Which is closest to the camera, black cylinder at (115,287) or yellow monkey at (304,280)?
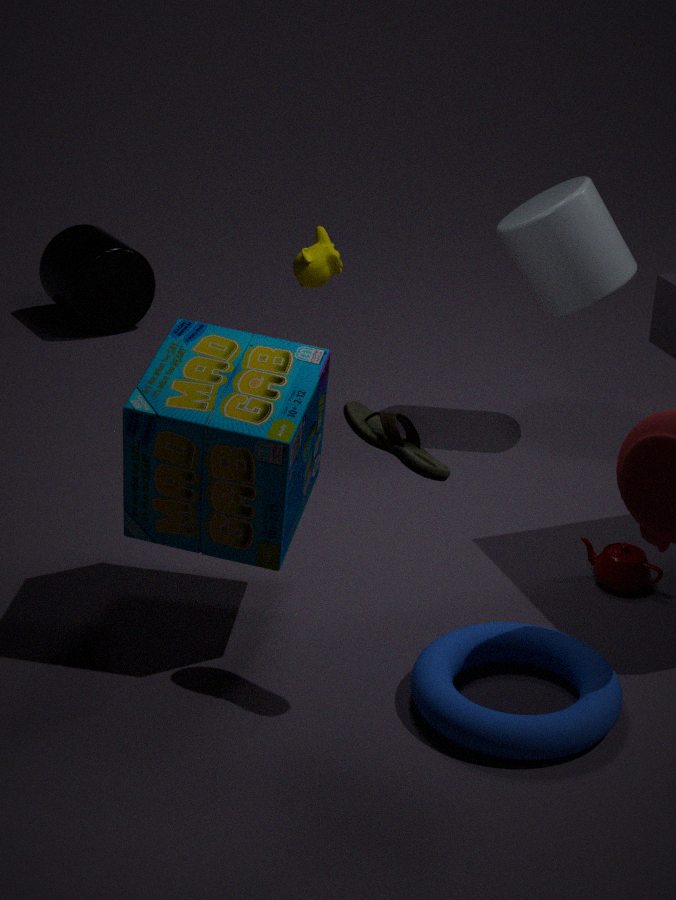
yellow monkey at (304,280)
